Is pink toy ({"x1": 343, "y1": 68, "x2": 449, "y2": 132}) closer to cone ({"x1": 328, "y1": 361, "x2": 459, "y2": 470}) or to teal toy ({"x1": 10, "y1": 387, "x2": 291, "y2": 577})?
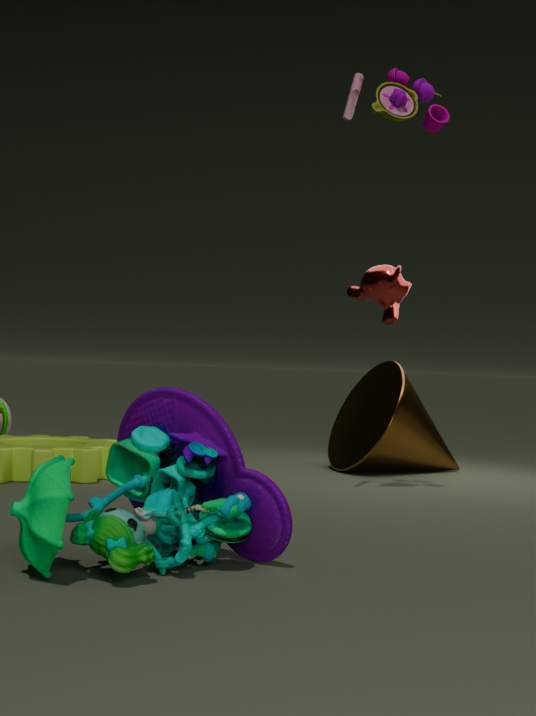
cone ({"x1": 328, "y1": 361, "x2": 459, "y2": 470})
